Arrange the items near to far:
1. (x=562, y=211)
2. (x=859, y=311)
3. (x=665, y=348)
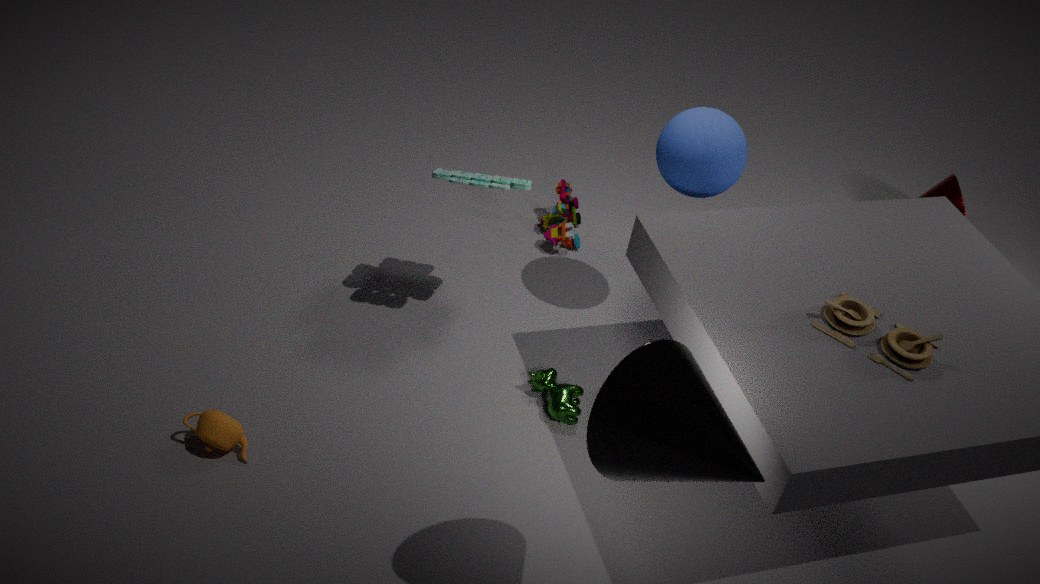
(x=665, y=348)
(x=859, y=311)
(x=562, y=211)
